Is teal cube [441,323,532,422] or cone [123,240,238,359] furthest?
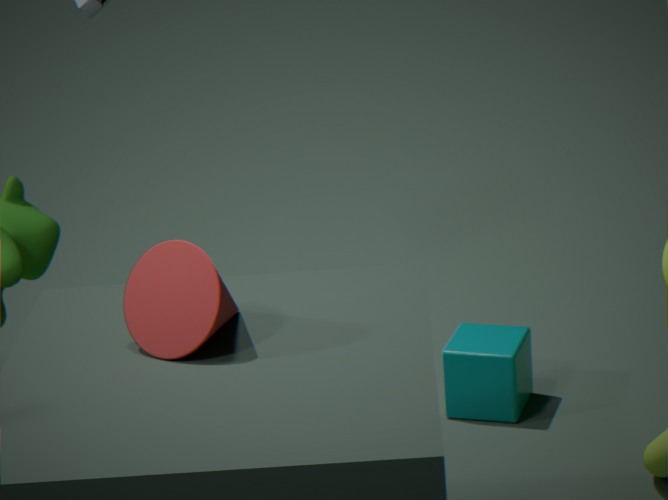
teal cube [441,323,532,422]
